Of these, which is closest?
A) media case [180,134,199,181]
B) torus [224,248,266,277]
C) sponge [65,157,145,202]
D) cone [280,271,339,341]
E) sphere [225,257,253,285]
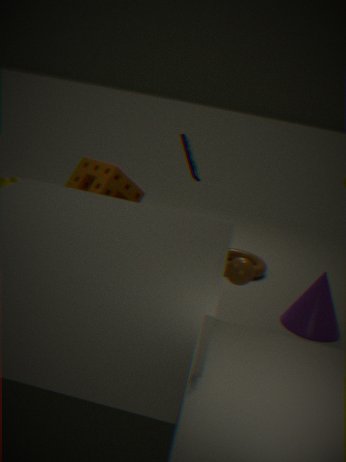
sphere [225,257,253,285]
